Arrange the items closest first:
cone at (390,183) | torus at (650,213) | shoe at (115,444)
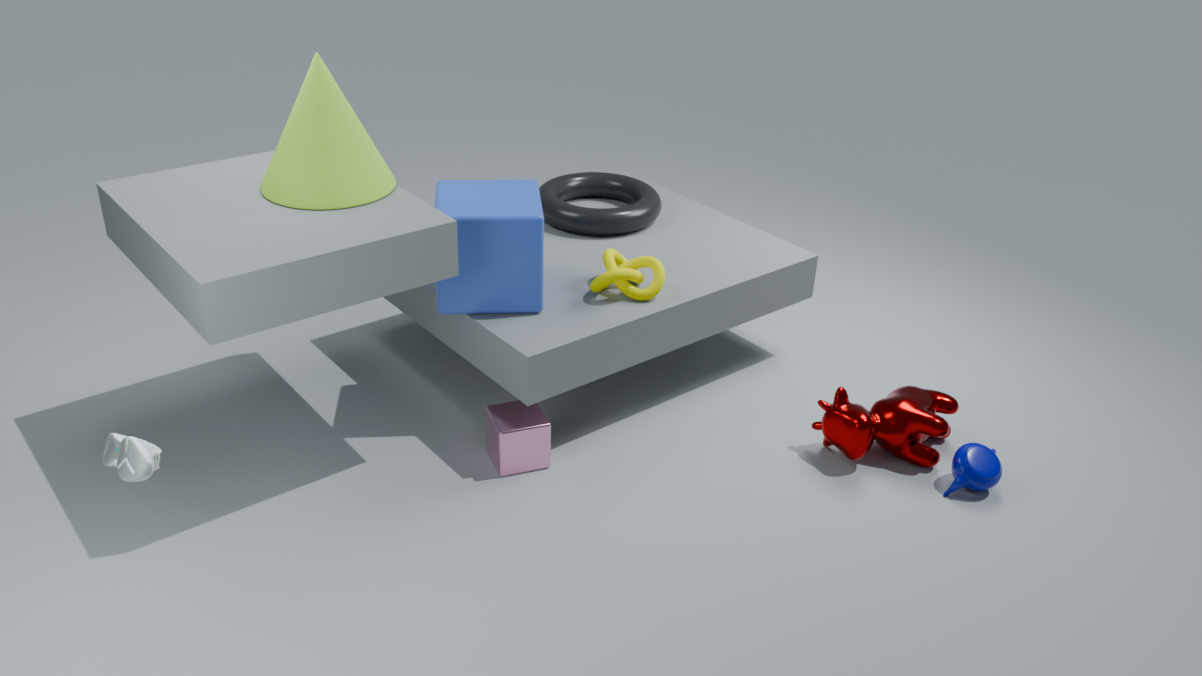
shoe at (115,444) → cone at (390,183) → torus at (650,213)
